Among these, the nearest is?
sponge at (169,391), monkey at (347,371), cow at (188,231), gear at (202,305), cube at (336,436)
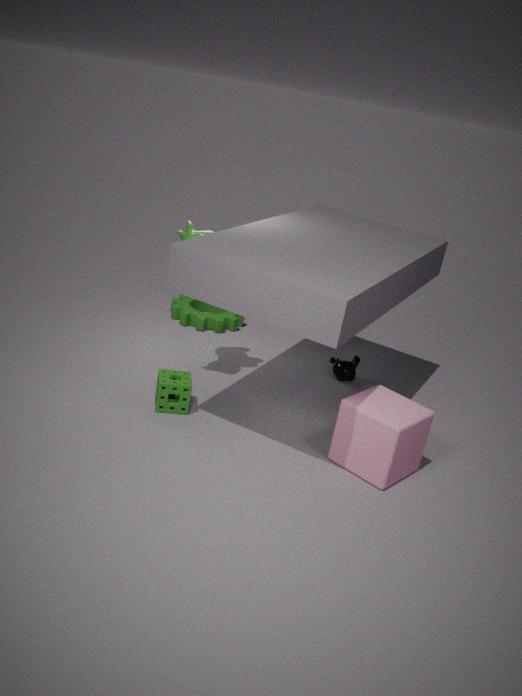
cube at (336,436)
